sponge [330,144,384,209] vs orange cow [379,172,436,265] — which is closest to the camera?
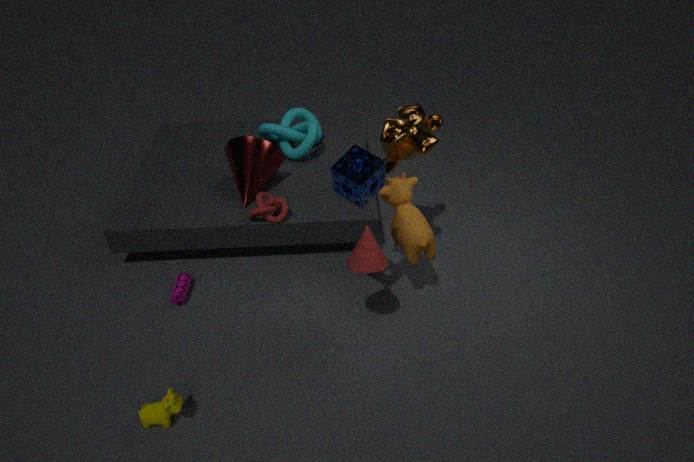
sponge [330,144,384,209]
